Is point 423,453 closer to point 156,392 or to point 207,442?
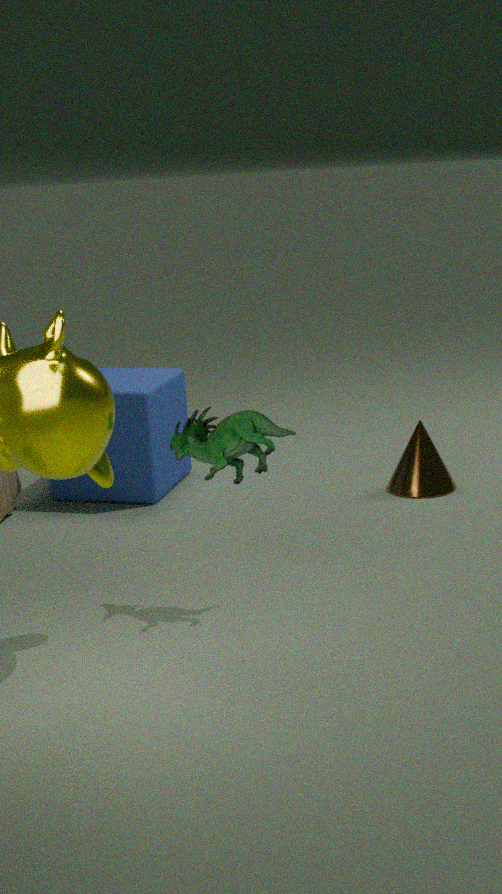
point 156,392
